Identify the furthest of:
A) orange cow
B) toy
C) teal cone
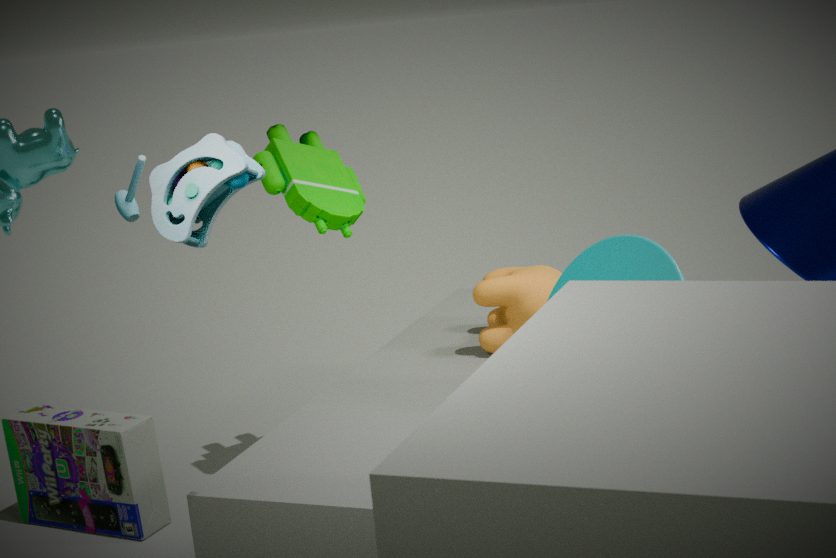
orange cow
